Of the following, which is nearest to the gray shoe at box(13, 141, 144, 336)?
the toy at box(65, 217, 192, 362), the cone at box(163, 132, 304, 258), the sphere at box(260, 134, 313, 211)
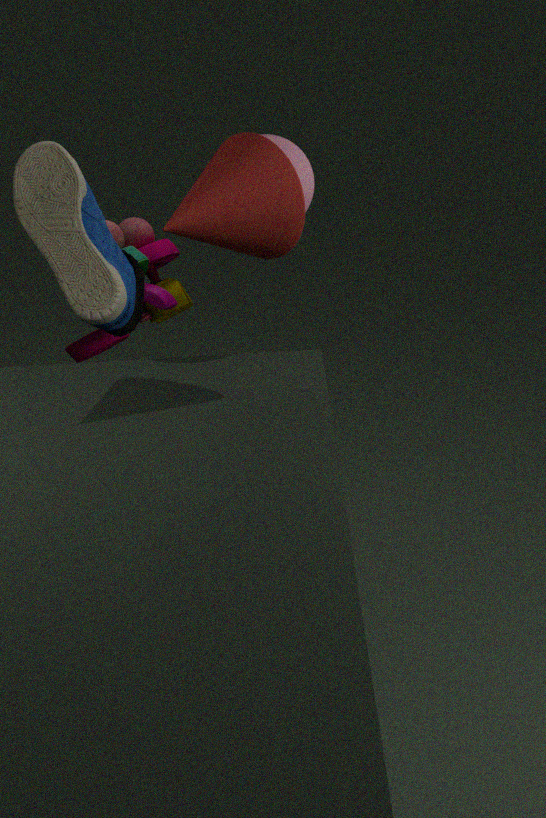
the toy at box(65, 217, 192, 362)
